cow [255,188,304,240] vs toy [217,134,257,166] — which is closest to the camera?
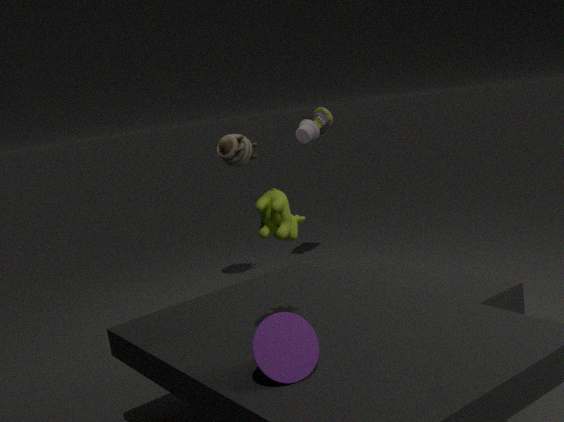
cow [255,188,304,240]
